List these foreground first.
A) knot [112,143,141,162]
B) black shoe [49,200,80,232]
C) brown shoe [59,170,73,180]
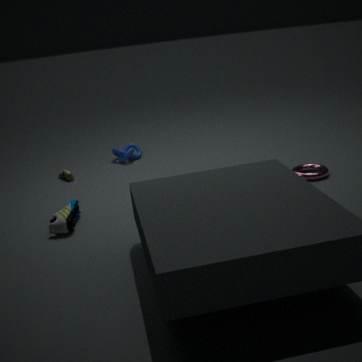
black shoe [49,200,80,232] < brown shoe [59,170,73,180] < knot [112,143,141,162]
